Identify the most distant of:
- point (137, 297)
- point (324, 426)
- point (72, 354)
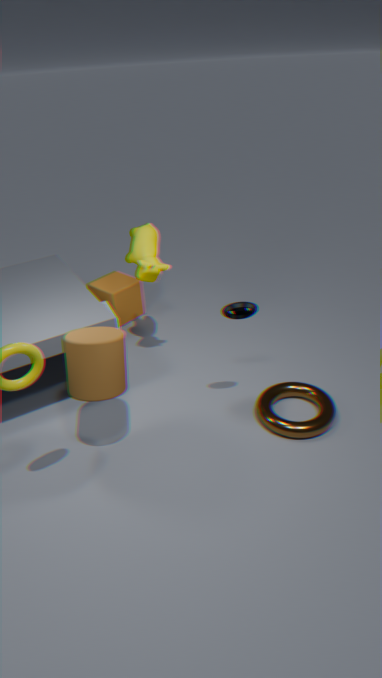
point (137, 297)
